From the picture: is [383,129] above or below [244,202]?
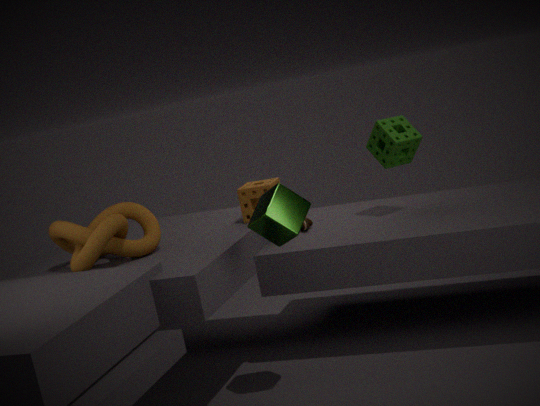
above
